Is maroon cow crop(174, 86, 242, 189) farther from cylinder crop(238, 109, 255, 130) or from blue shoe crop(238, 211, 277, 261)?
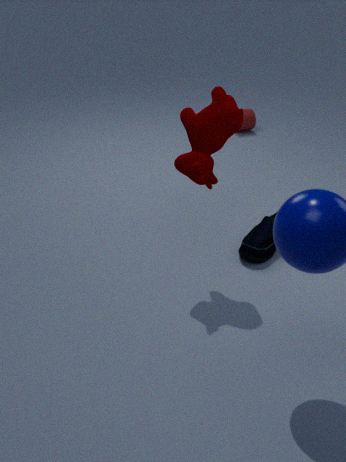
cylinder crop(238, 109, 255, 130)
